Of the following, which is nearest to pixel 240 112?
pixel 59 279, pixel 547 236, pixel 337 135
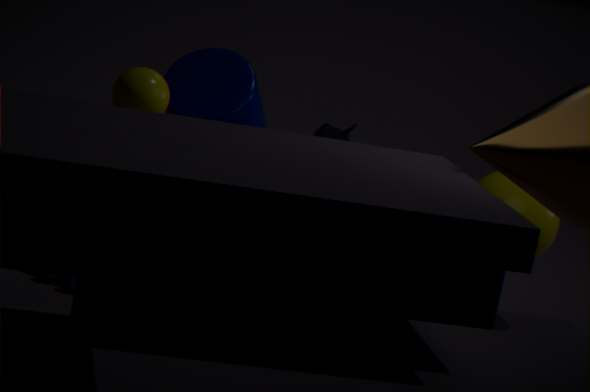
pixel 337 135
